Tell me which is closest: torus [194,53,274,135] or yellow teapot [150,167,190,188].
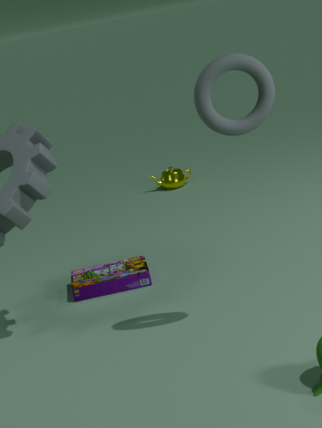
torus [194,53,274,135]
